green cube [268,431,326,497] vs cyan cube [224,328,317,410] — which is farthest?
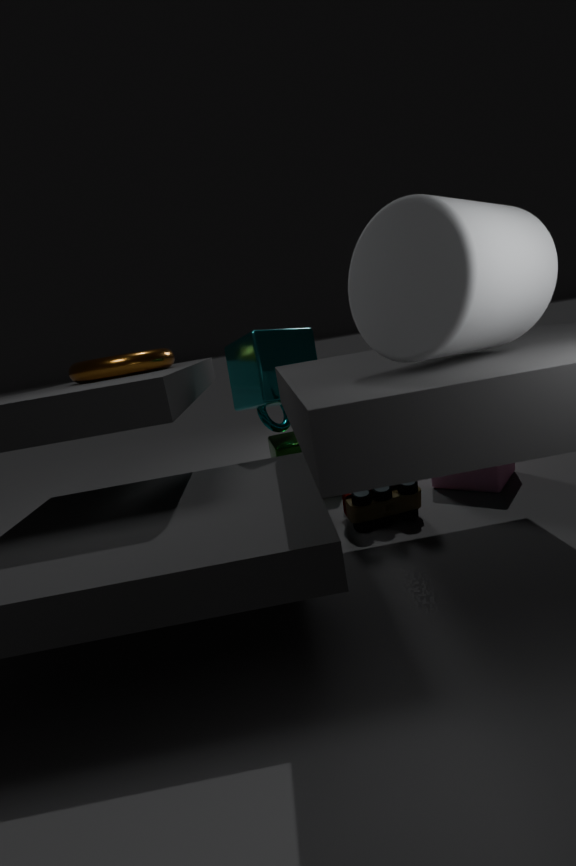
green cube [268,431,326,497]
